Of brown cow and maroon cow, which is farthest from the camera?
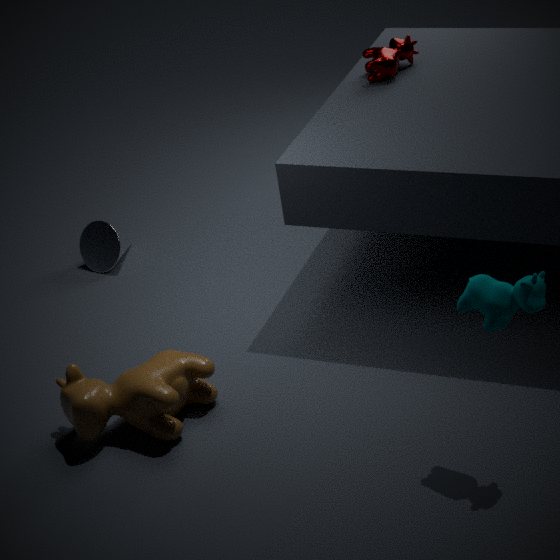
maroon cow
